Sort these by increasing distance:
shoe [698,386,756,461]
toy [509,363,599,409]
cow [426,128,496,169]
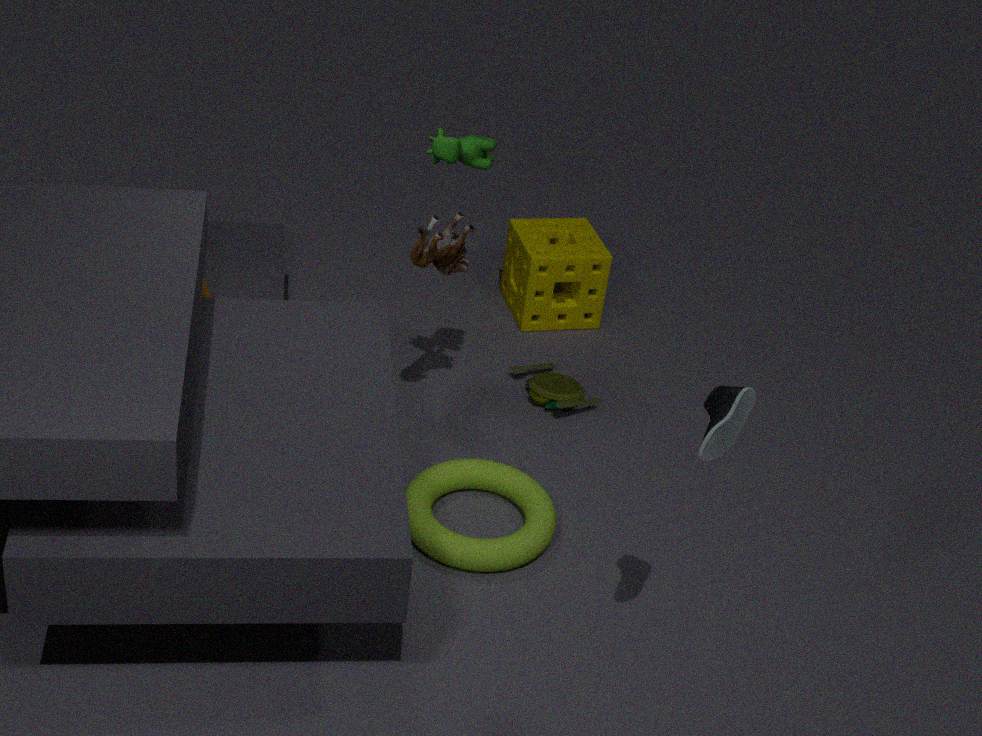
shoe [698,386,756,461] → cow [426,128,496,169] → toy [509,363,599,409]
